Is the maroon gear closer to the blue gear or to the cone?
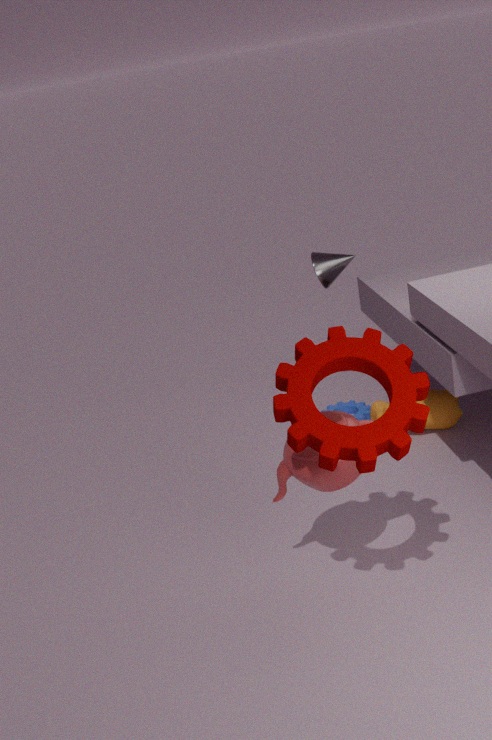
the blue gear
